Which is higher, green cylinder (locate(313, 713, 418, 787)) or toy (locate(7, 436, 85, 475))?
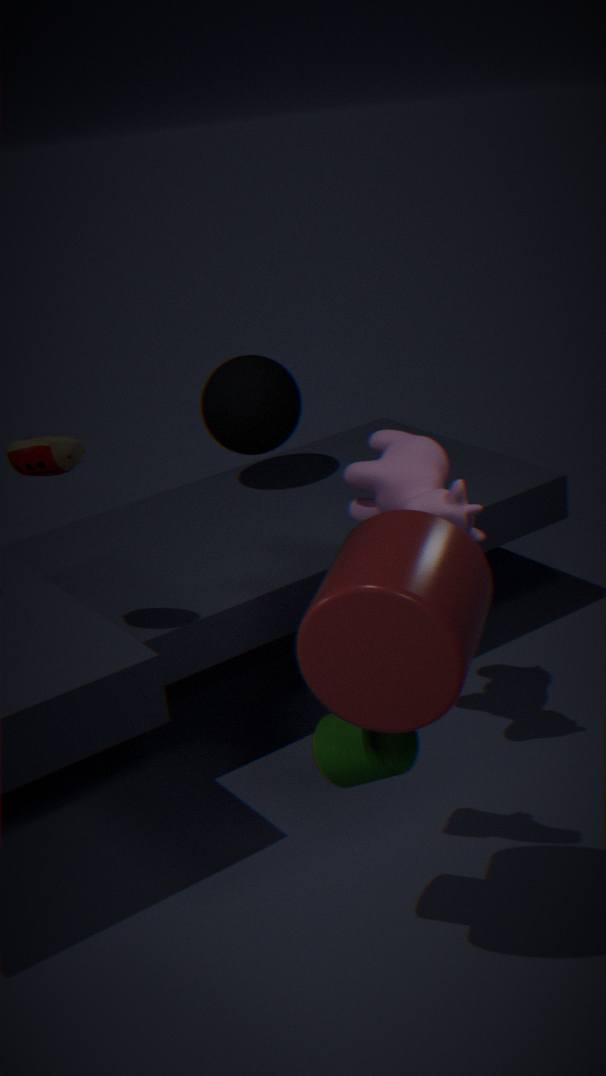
toy (locate(7, 436, 85, 475))
